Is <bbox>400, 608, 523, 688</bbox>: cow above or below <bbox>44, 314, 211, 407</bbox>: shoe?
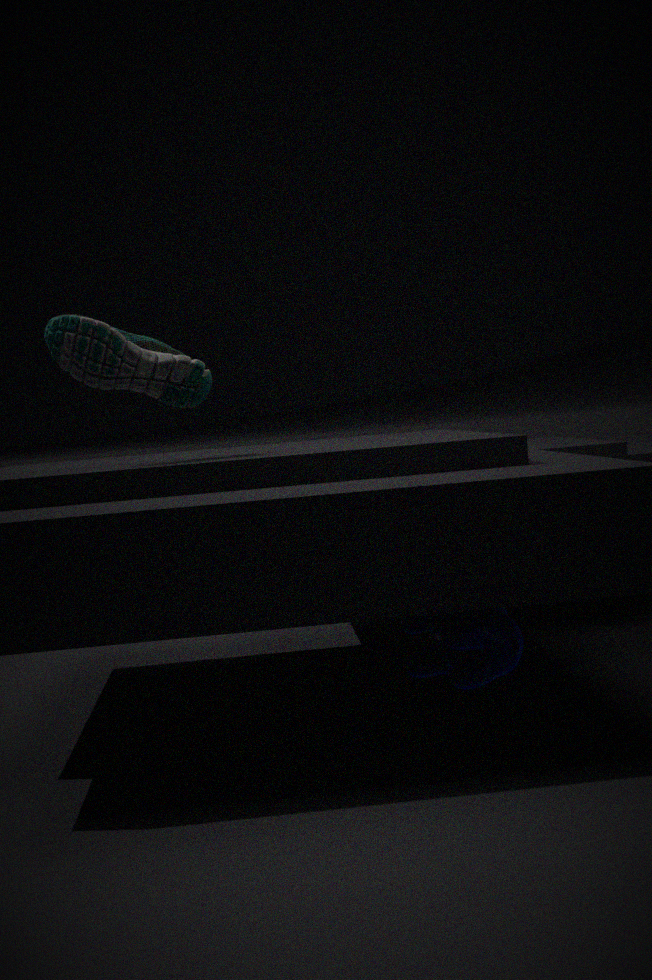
below
